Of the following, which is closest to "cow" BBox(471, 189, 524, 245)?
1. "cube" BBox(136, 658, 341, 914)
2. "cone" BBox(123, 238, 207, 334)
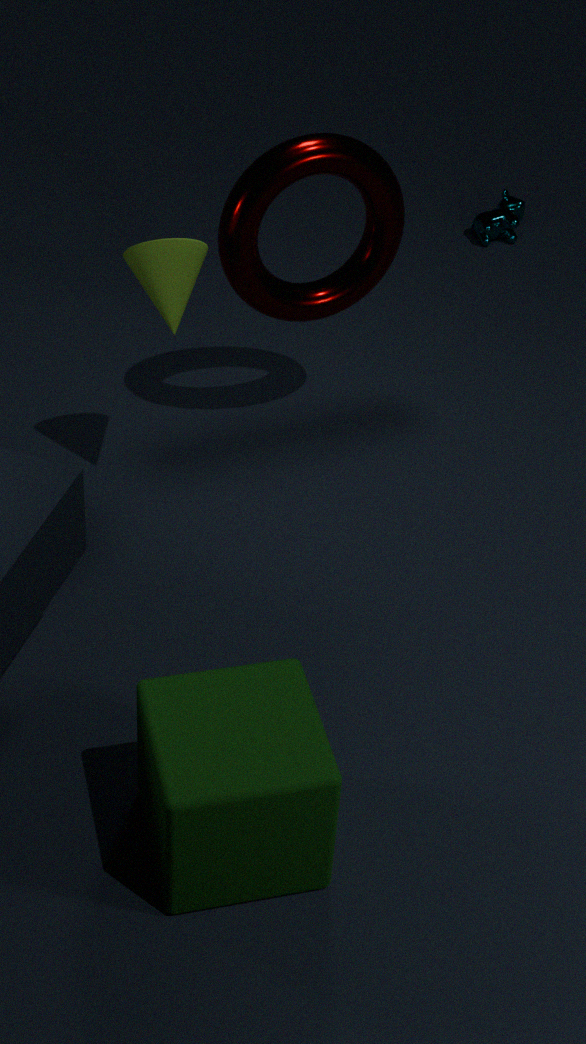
"cone" BBox(123, 238, 207, 334)
